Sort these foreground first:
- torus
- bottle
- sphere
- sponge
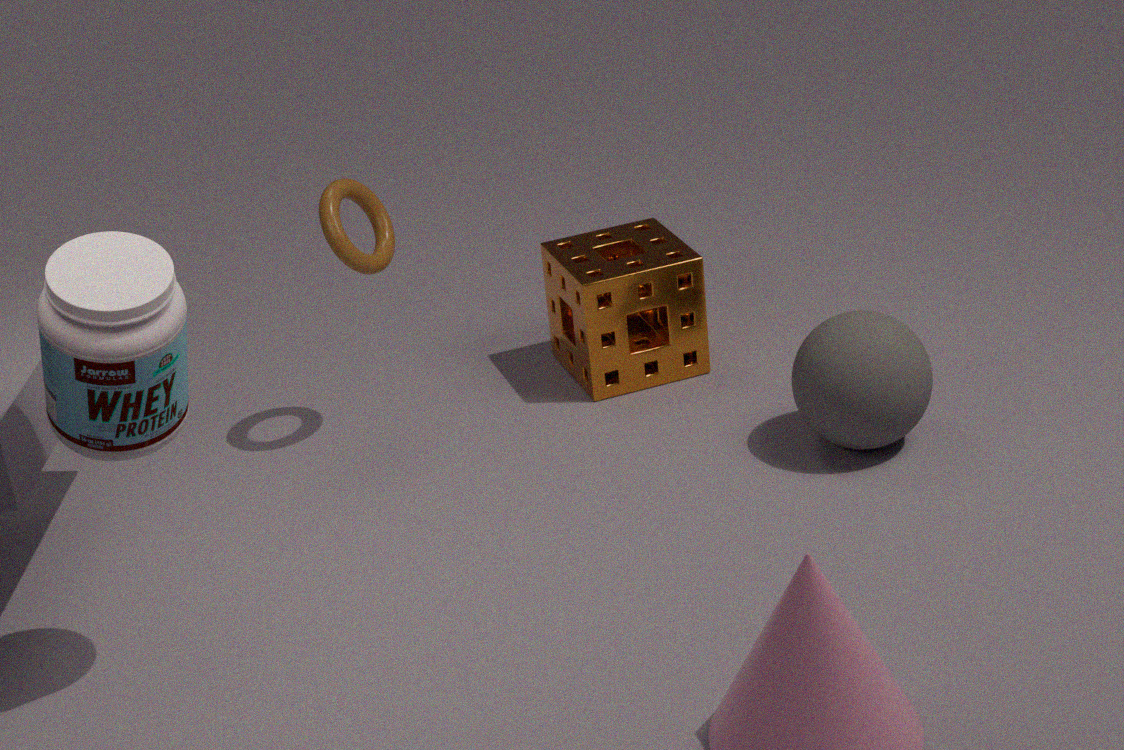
1. bottle
2. sphere
3. torus
4. sponge
